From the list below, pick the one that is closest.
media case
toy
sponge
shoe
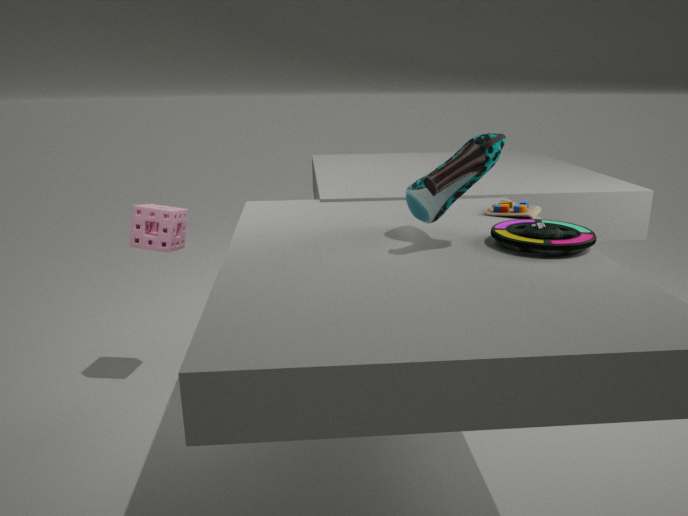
shoe
